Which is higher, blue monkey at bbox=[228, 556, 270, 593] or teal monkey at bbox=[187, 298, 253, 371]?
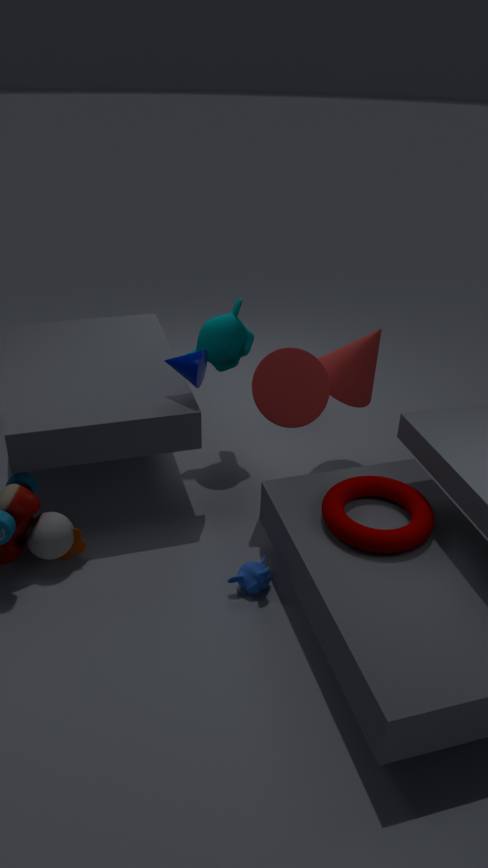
teal monkey at bbox=[187, 298, 253, 371]
